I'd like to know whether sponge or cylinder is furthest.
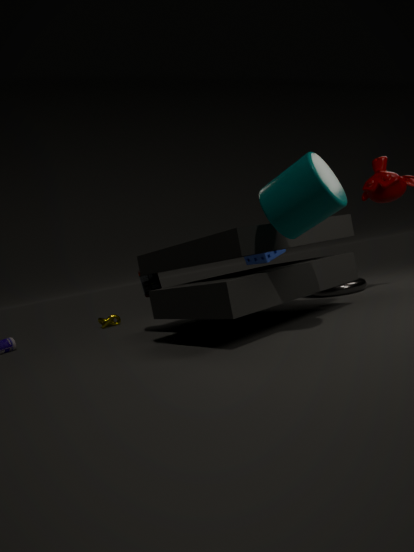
sponge
